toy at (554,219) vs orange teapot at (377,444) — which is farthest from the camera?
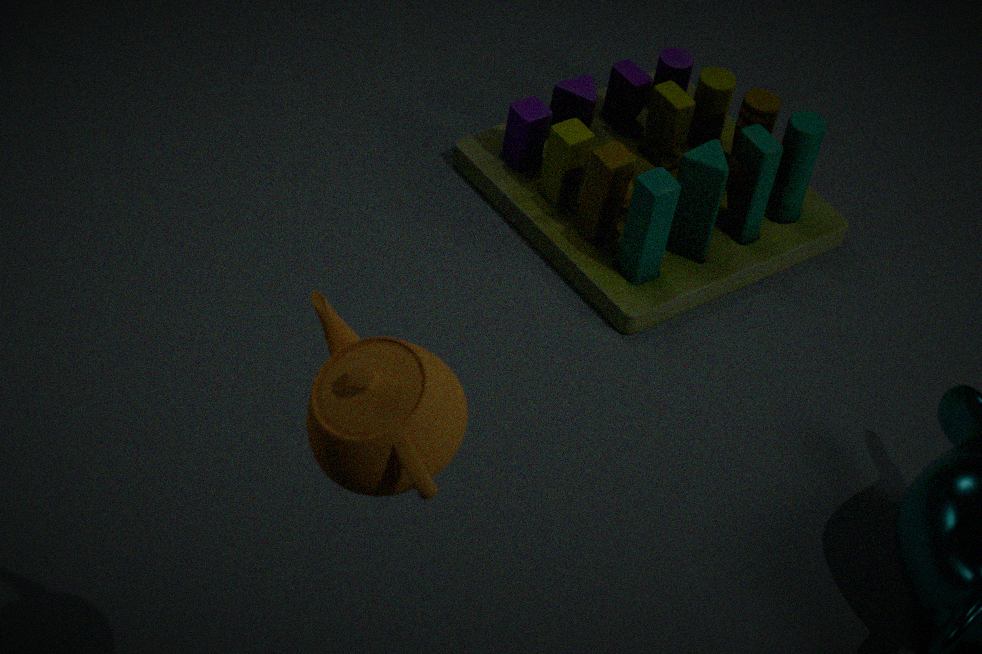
toy at (554,219)
